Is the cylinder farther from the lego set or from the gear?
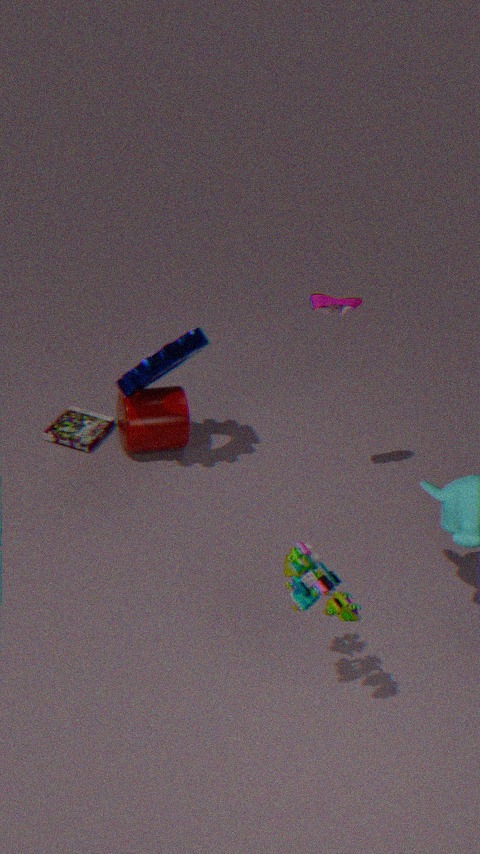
the lego set
